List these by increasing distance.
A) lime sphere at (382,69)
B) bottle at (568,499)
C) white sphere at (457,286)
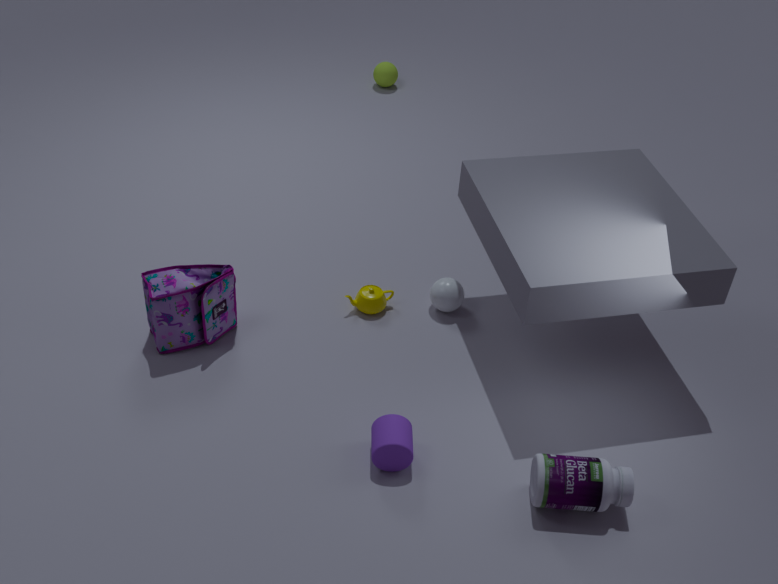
bottle at (568,499) < white sphere at (457,286) < lime sphere at (382,69)
